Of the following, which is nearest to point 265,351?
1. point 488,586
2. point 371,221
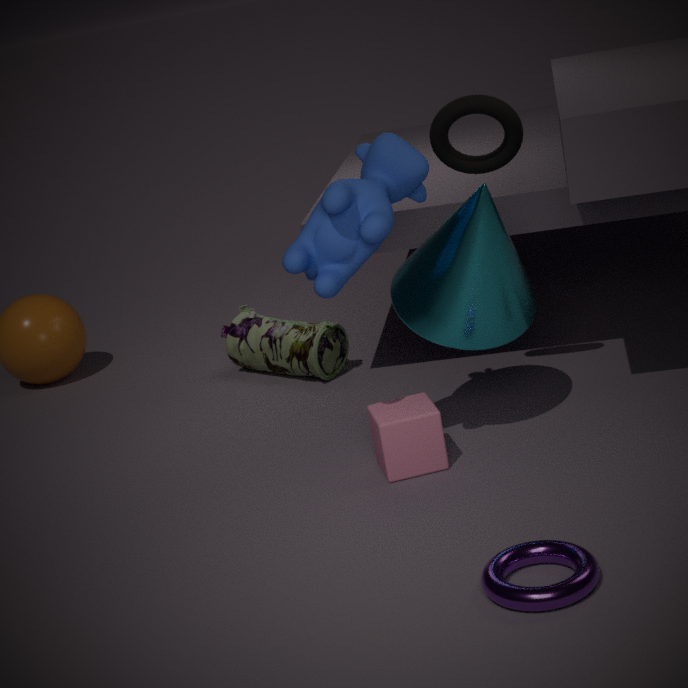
point 371,221
